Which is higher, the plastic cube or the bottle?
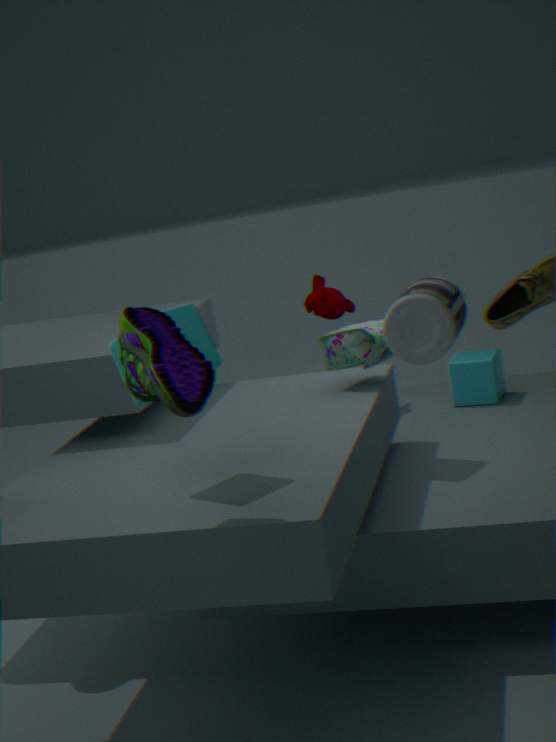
the bottle
